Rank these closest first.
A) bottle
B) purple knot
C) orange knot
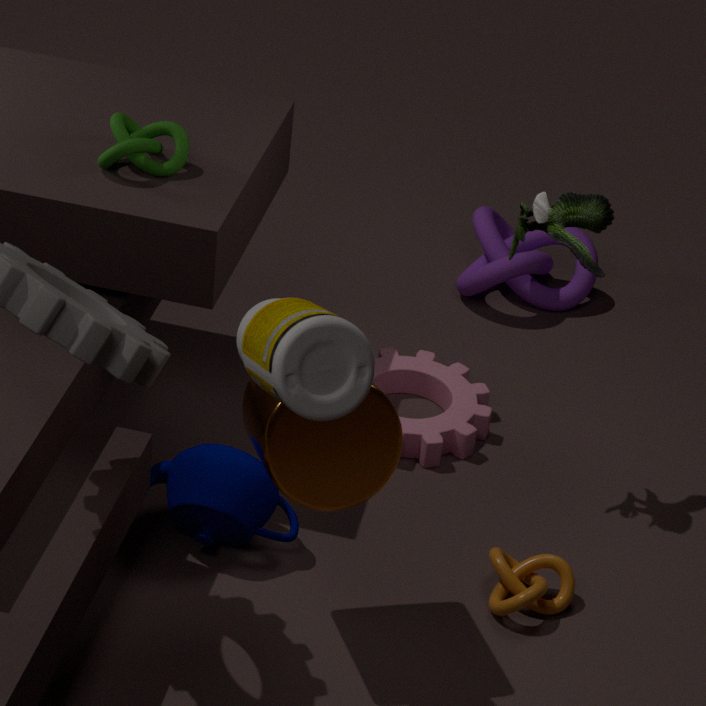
bottle, orange knot, purple knot
